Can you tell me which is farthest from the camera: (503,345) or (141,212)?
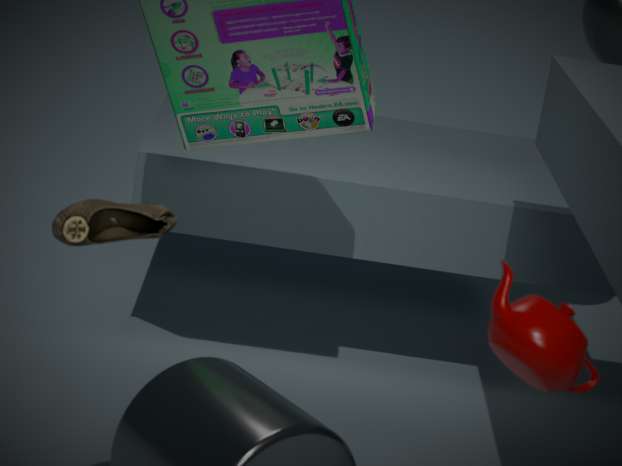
(141,212)
